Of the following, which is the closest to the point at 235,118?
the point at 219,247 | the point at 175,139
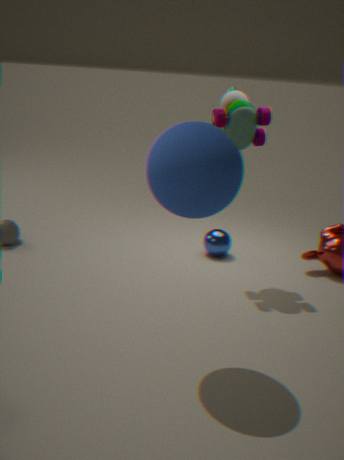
the point at 219,247
